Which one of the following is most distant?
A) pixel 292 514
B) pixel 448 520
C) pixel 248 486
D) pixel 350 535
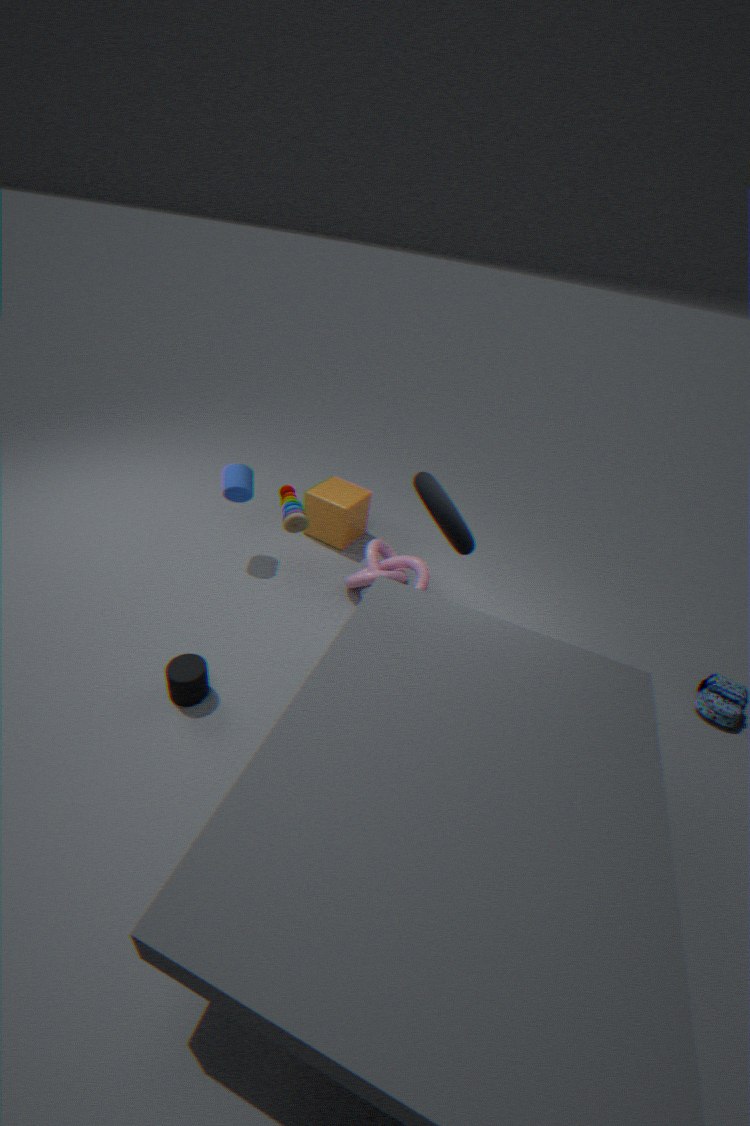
pixel 350 535
